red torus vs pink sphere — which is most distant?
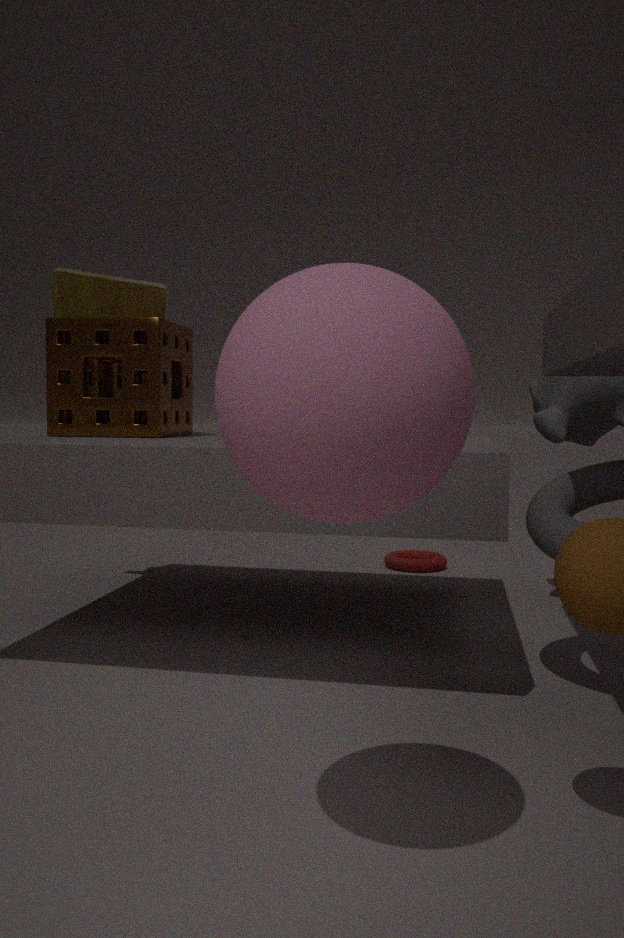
red torus
